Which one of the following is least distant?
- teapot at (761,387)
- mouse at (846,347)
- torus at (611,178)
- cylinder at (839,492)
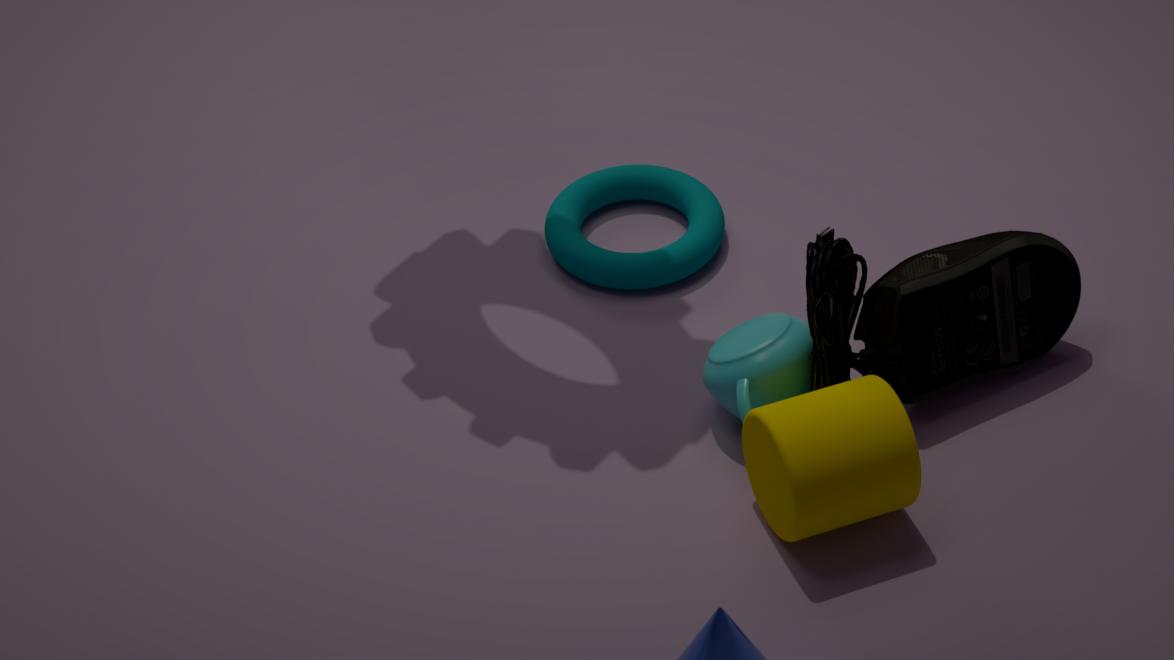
cylinder at (839,492)
